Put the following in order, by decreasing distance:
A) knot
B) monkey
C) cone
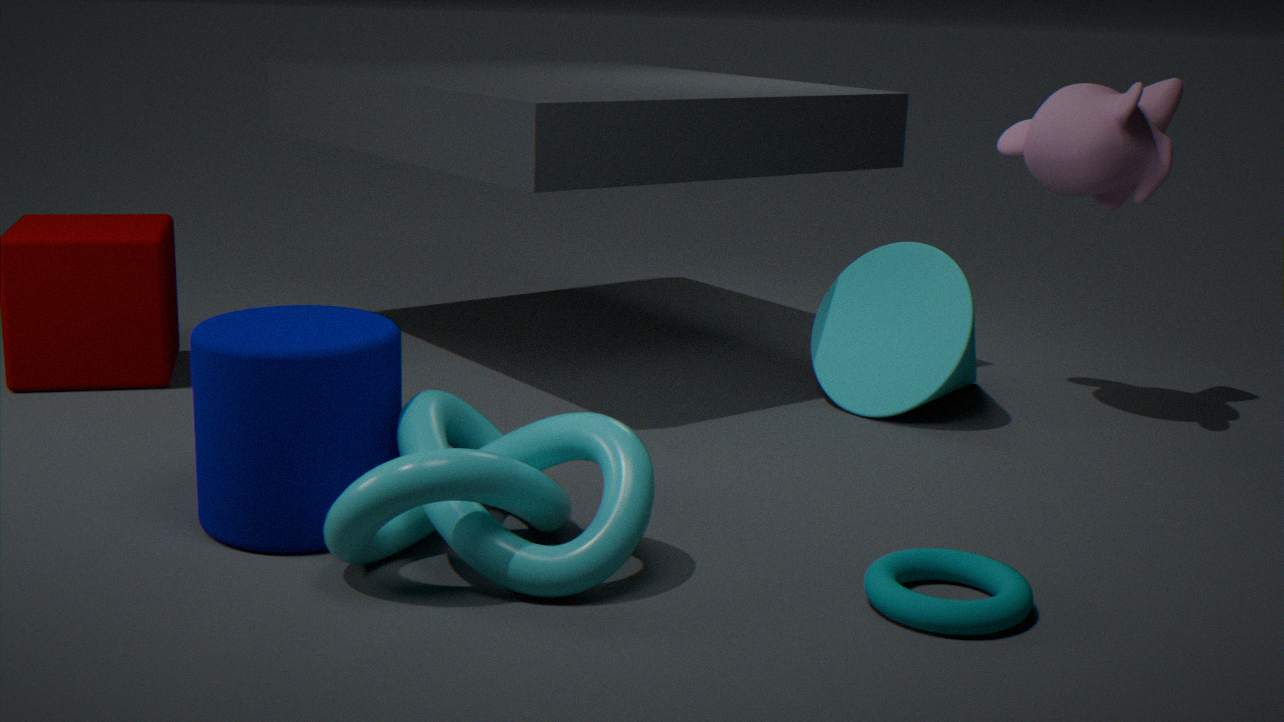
cone < monkey < knot
